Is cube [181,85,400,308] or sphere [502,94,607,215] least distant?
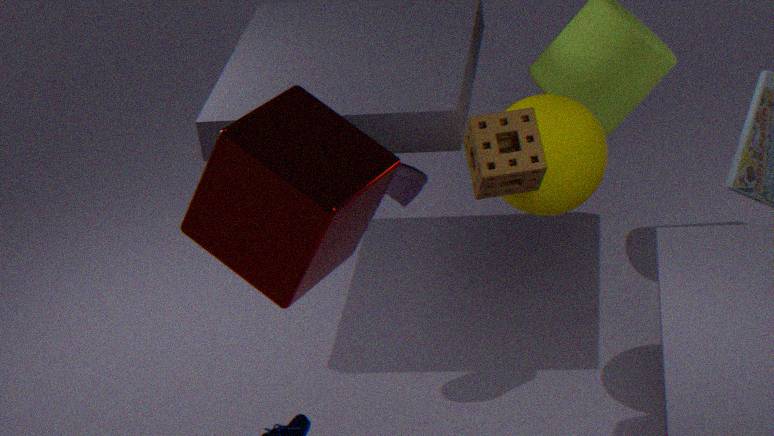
cube [181,85,400,308]
